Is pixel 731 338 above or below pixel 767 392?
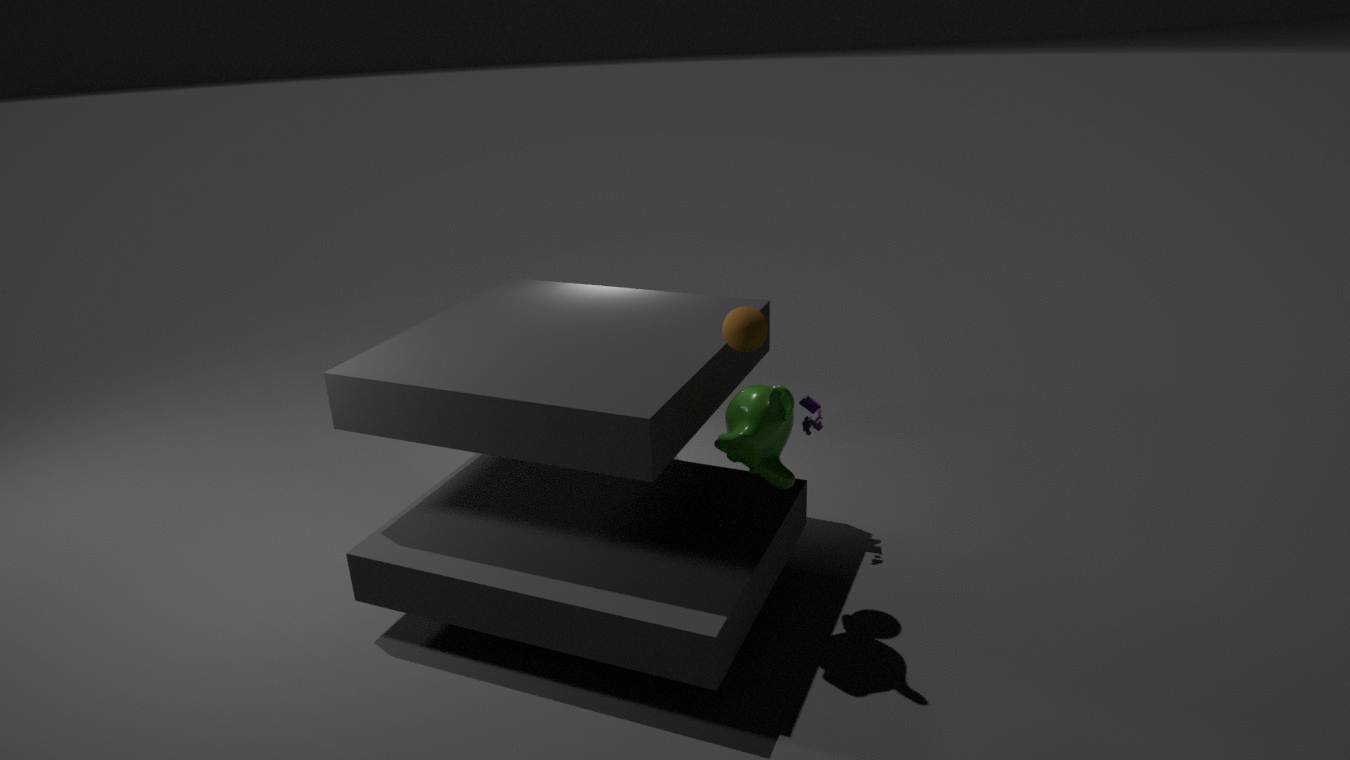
above
